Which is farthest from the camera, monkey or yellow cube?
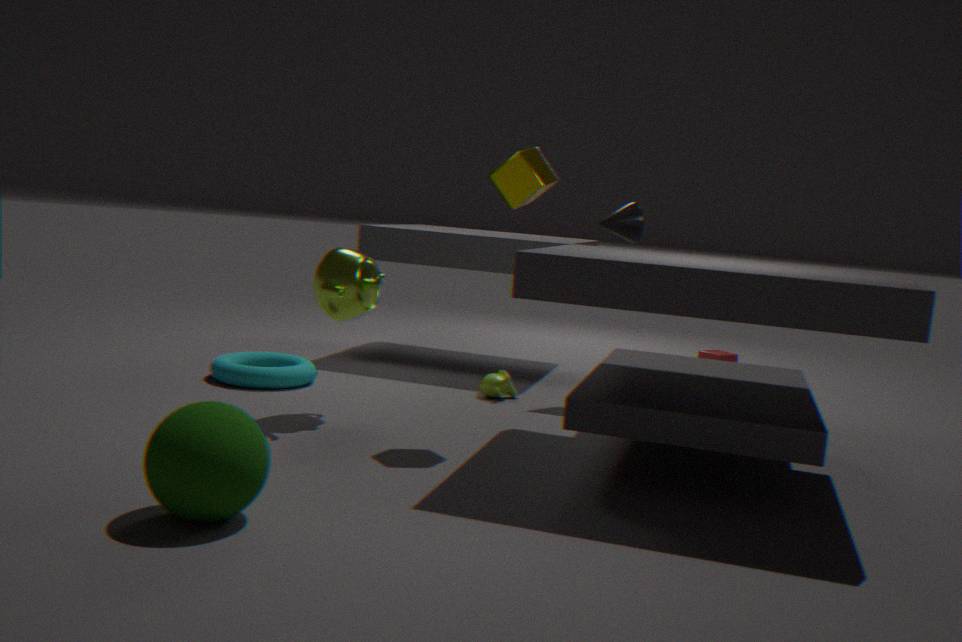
monkey
